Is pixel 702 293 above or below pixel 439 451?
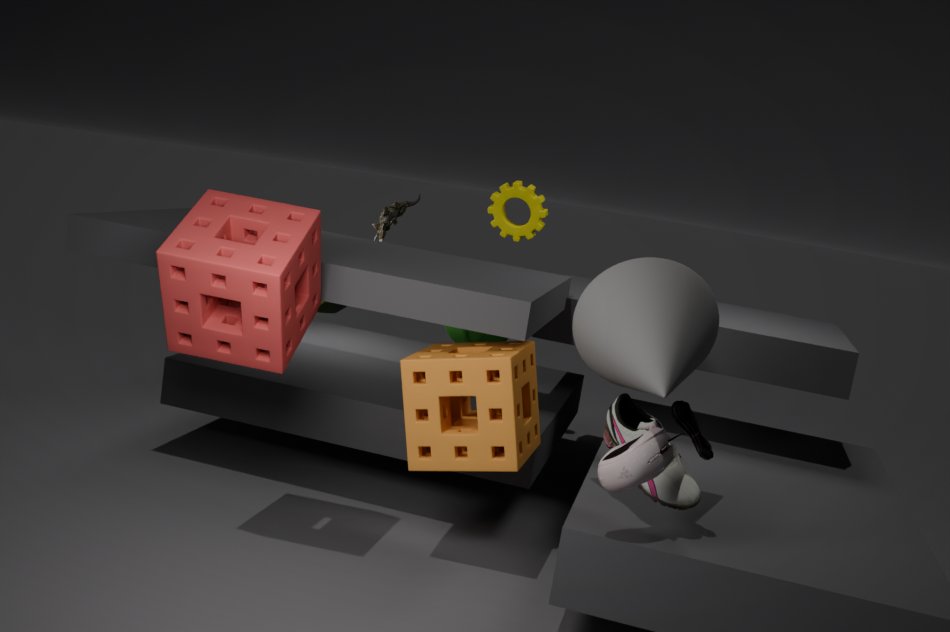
above
